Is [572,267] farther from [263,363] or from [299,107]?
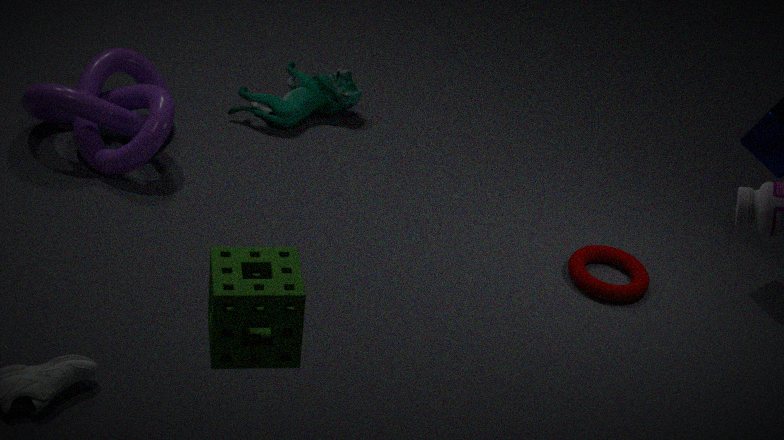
[263,363]
